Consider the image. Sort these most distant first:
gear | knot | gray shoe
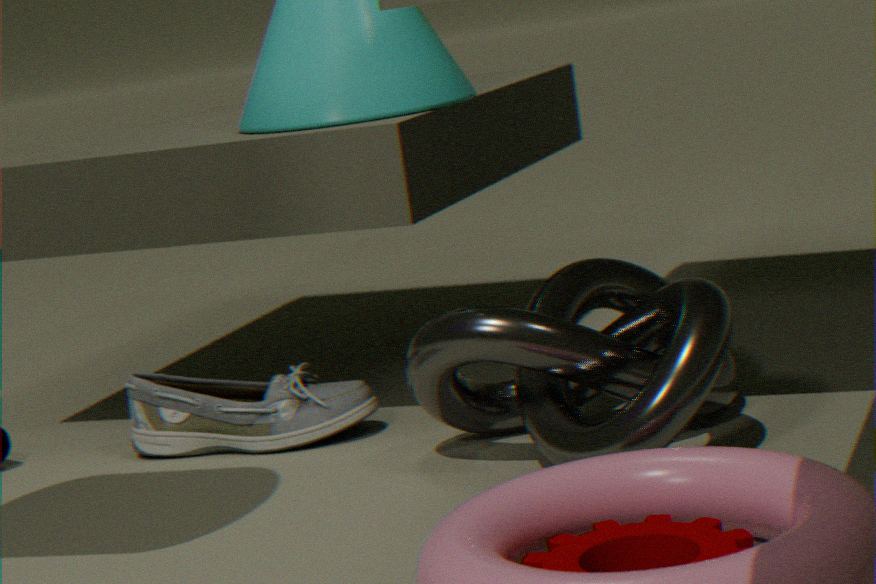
gray shoe < knot < gear
